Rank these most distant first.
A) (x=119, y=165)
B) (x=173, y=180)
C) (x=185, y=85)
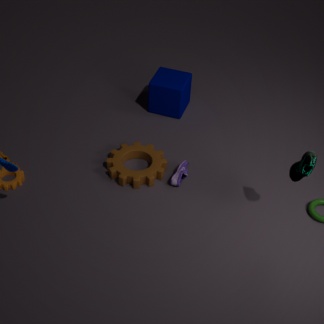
(x=185, y=85)
(x=119, y=165)
(x=173, y=180)
